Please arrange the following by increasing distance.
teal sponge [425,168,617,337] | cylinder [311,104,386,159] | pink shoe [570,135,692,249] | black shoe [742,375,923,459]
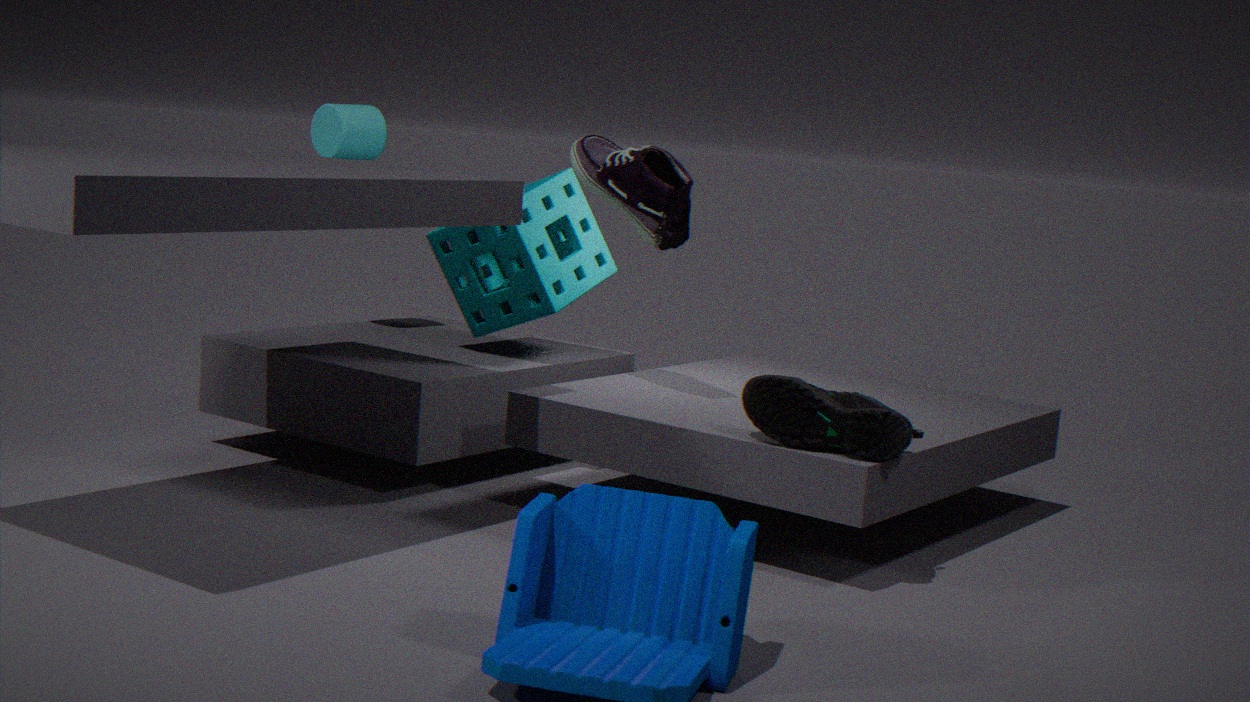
black shoe [742,375,923,459]
pink shoe [570,135,692,249]
teal sponge [425,168,617,337]
cylinder [311,104,386,159]
